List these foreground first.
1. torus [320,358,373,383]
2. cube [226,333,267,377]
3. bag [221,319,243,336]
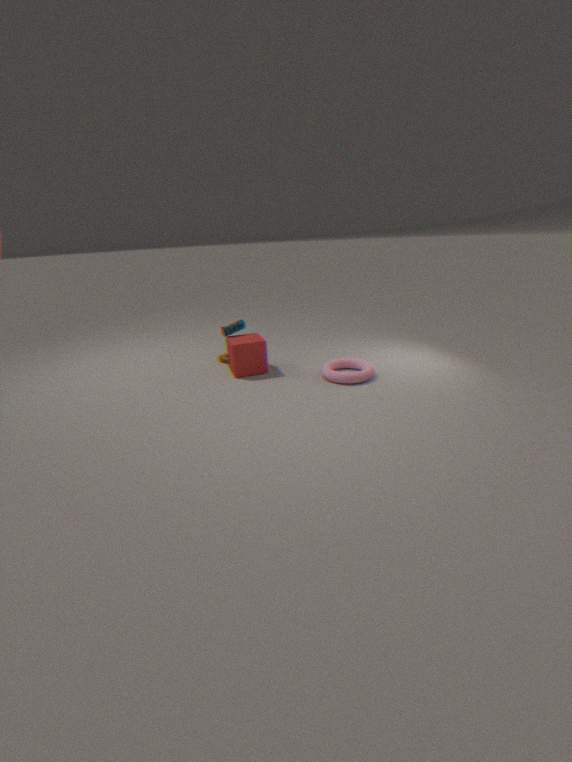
1. torus [320,358,373,383]
2. cube [226,333,267,377]
3. bag [221,319,243,336]
